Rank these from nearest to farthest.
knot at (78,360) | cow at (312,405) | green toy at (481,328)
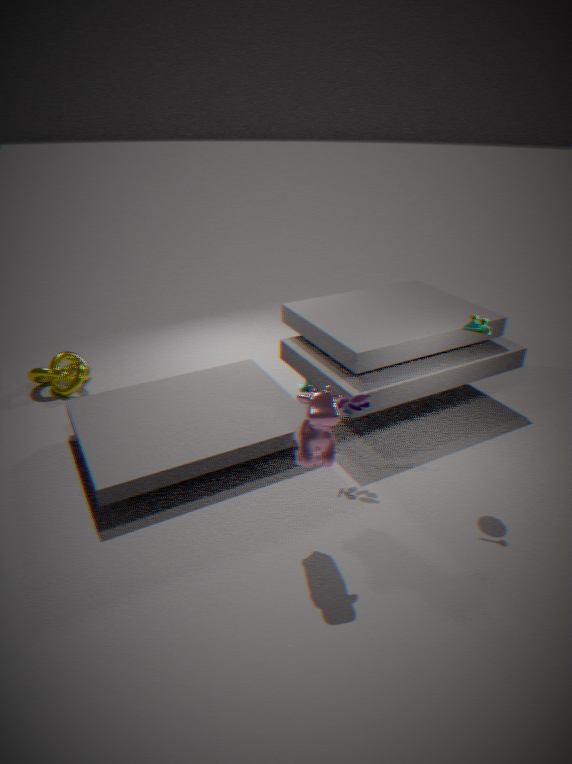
cow at (312,405), green toy at (481,328), knot at (78,360)
